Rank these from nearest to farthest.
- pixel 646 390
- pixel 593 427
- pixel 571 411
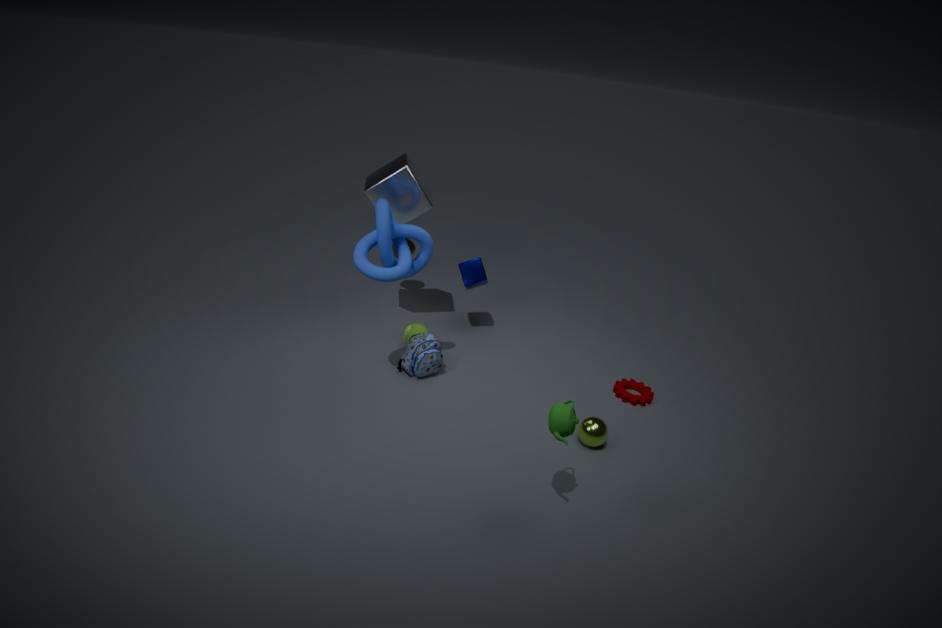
1. pixel 571 411
2. pixel 593 427
3. pixel 646 390
